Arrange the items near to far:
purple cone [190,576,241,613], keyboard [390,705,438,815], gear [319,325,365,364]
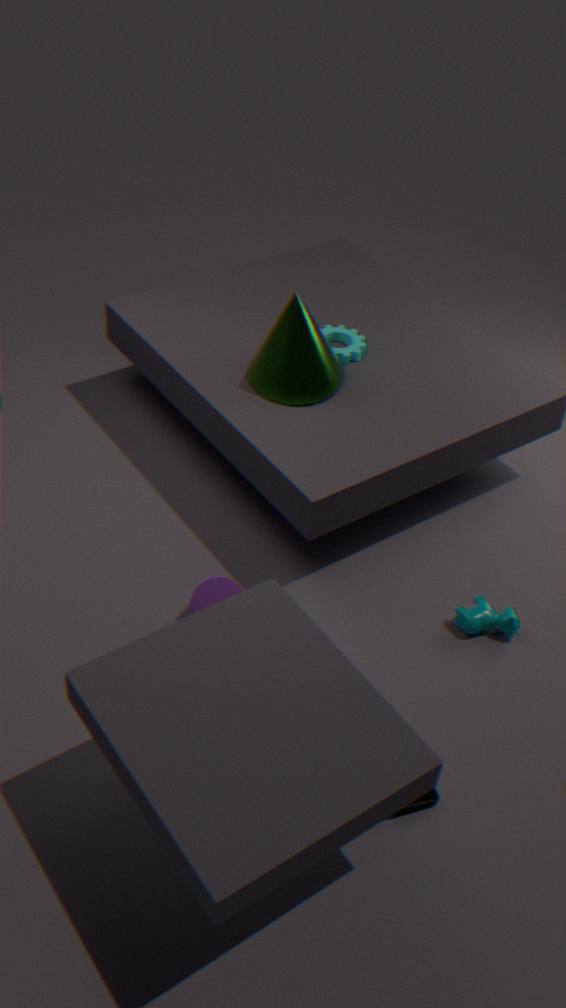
keyboard [390,705,438,815]
purple cone [190,576,241,613]
gear [319,325,365,364]
